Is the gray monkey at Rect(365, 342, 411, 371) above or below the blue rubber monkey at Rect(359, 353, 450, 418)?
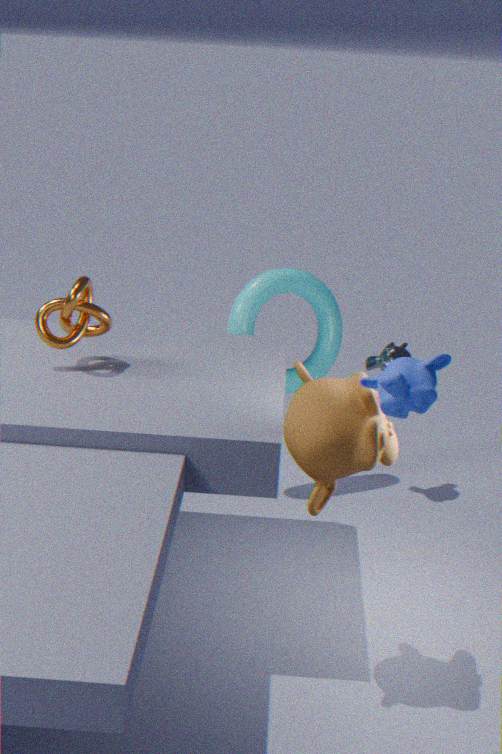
A: below
